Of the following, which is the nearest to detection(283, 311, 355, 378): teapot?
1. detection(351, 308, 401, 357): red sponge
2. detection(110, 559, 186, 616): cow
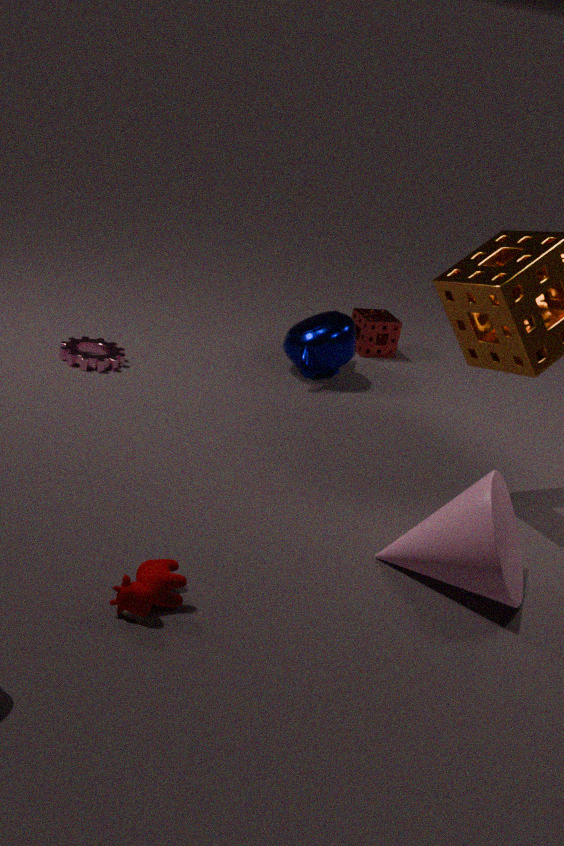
Answer: detection(351, 308, 401, 357): red sponge
